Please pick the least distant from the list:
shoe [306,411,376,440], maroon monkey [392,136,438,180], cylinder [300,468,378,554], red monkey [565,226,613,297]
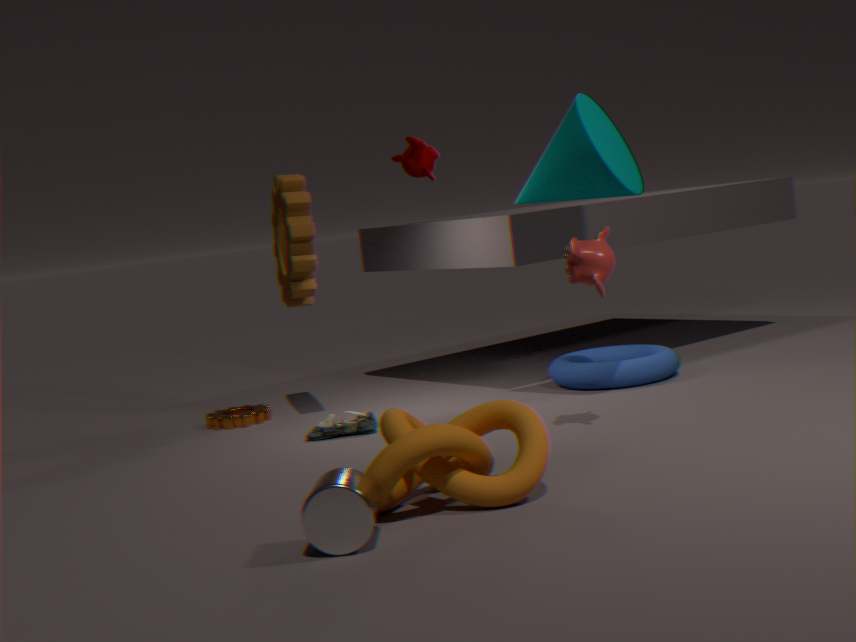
cylinder [300,468,378,554]
